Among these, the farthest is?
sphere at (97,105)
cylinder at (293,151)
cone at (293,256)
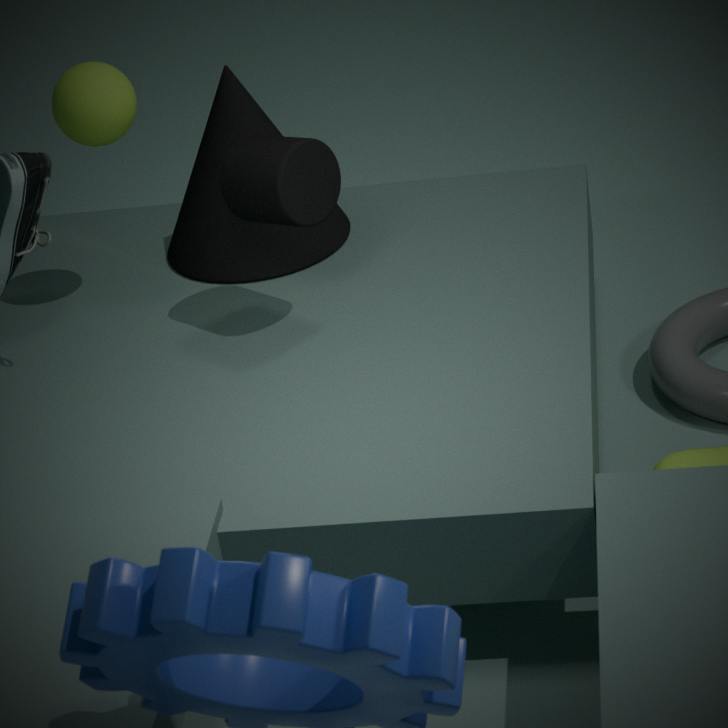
cone at (293,256)
